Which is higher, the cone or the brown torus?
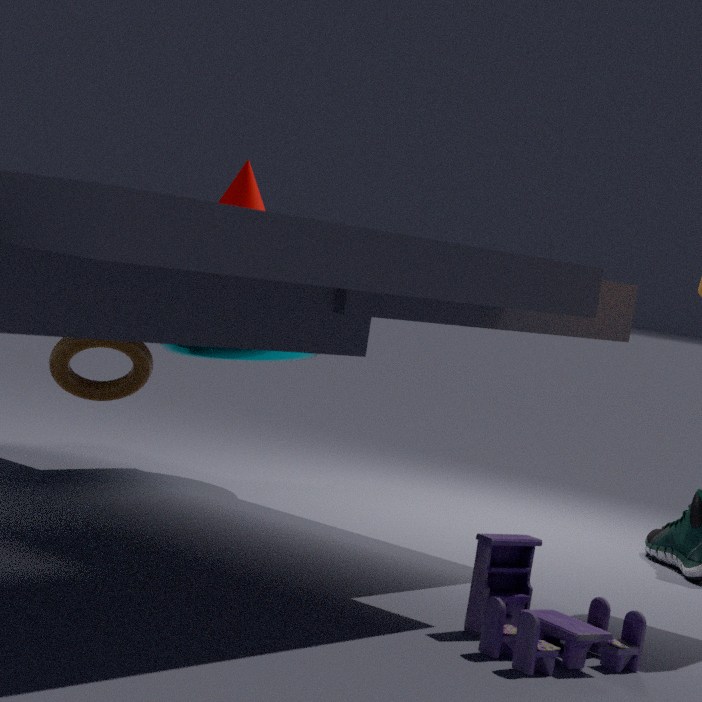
the cone
